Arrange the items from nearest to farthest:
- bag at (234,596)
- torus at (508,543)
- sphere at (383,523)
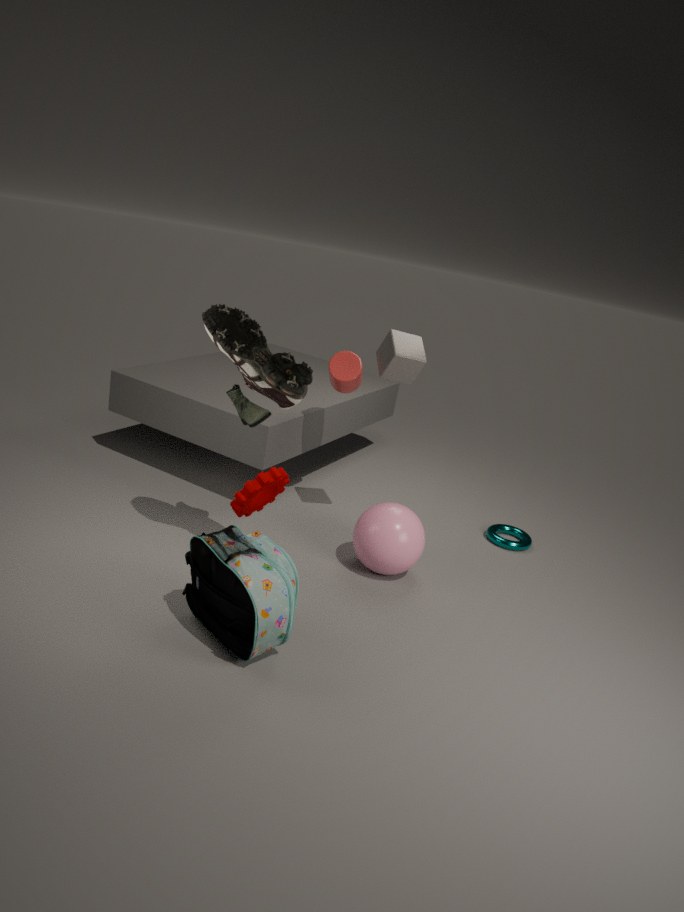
bag at (234,596), sphere at (383,523), torus at (508,543)
